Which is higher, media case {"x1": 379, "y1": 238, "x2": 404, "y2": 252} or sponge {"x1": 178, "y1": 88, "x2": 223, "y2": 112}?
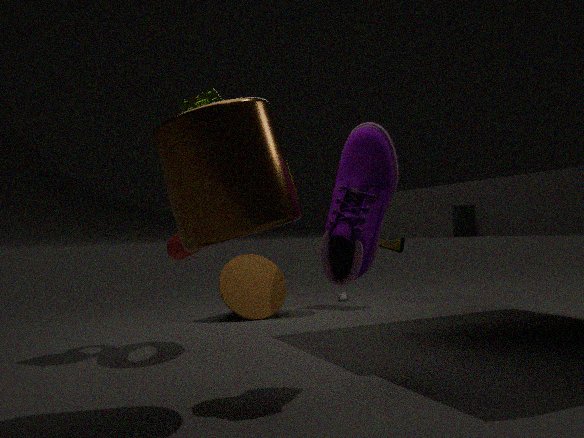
sponge {"x1": 178, "y1": 88, "x2": 223, "y2": 112}
